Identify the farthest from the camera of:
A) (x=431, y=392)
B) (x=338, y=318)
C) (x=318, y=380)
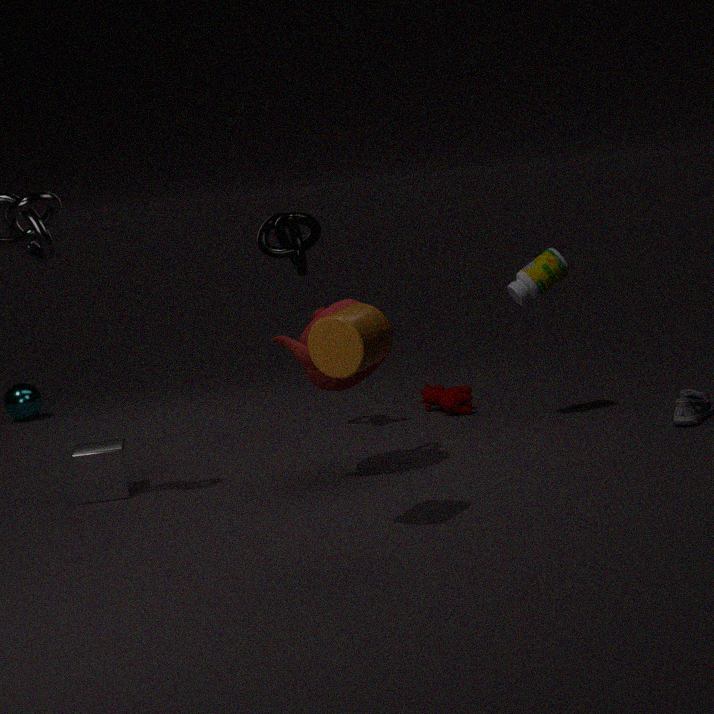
(x=431, y=392)
